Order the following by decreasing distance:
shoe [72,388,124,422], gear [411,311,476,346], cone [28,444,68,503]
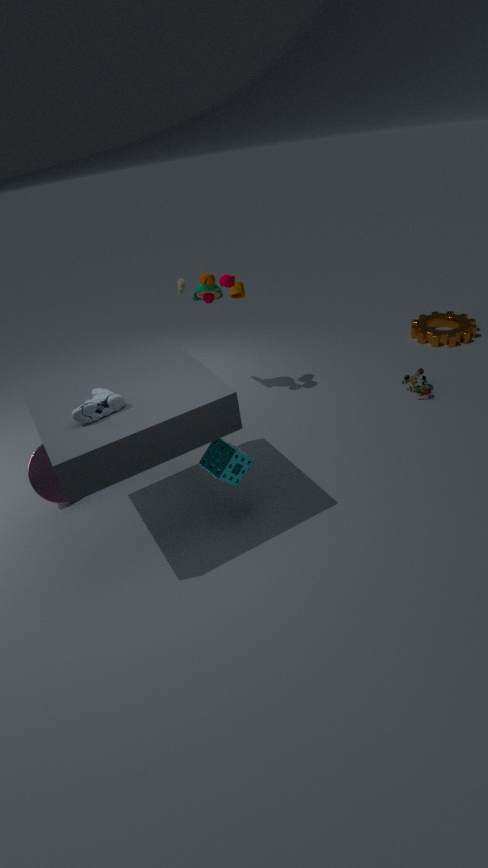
gear [411,311,476,346] < cone [28,444,68,503] < shoe [72,388,124,422]
